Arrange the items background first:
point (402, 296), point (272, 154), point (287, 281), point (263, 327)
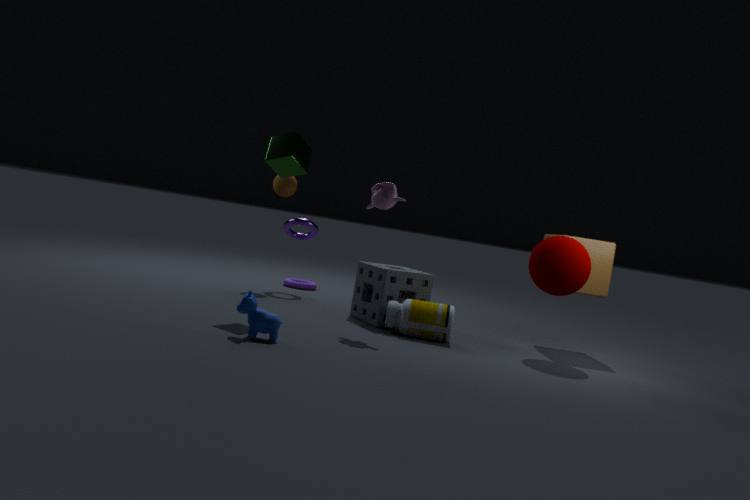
point (287, 281)
point (402, 296)
point (272, 154)
point (263, 327)
